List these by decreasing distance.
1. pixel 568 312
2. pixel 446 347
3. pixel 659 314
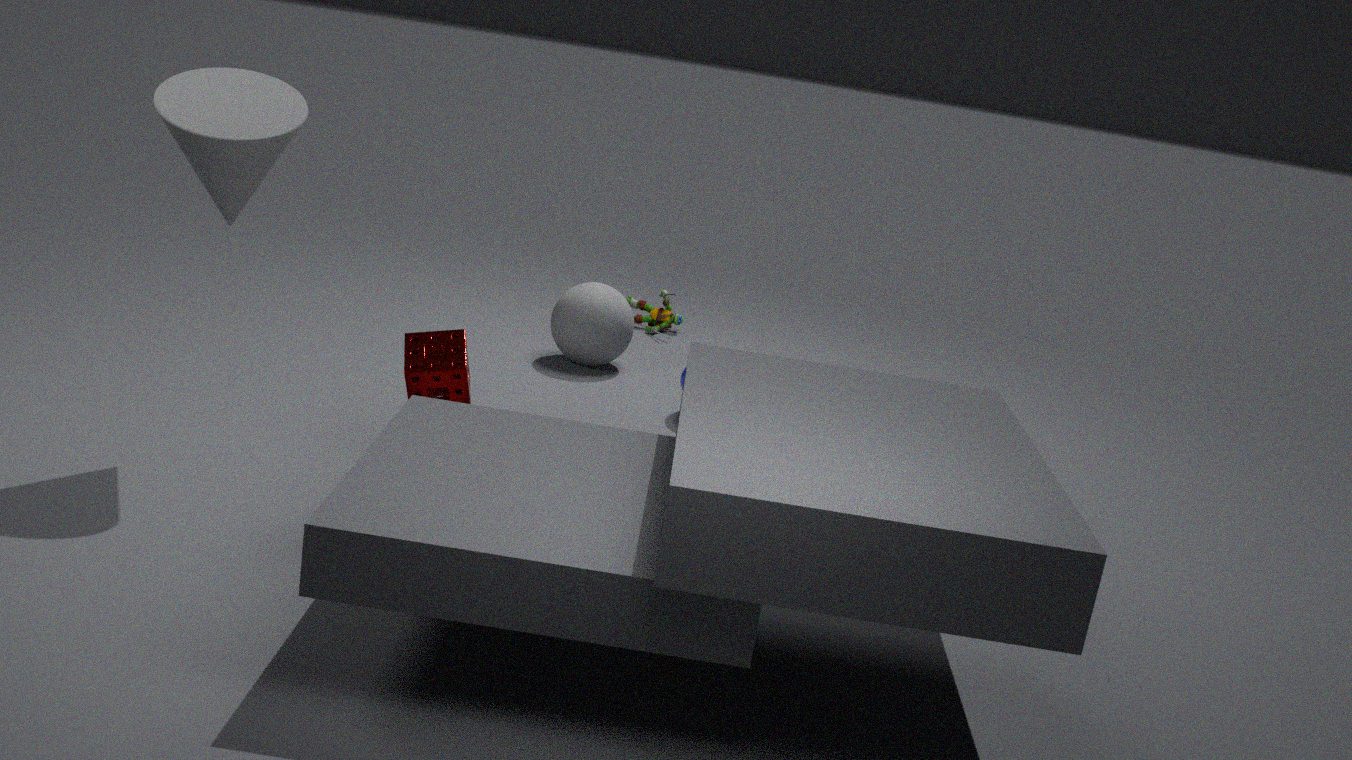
pixel 659 314, pixel 568 312, pixel 446 347
